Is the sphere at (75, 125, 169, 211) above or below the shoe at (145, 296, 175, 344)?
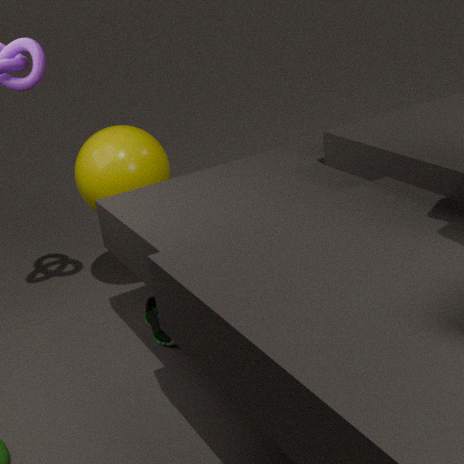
above
